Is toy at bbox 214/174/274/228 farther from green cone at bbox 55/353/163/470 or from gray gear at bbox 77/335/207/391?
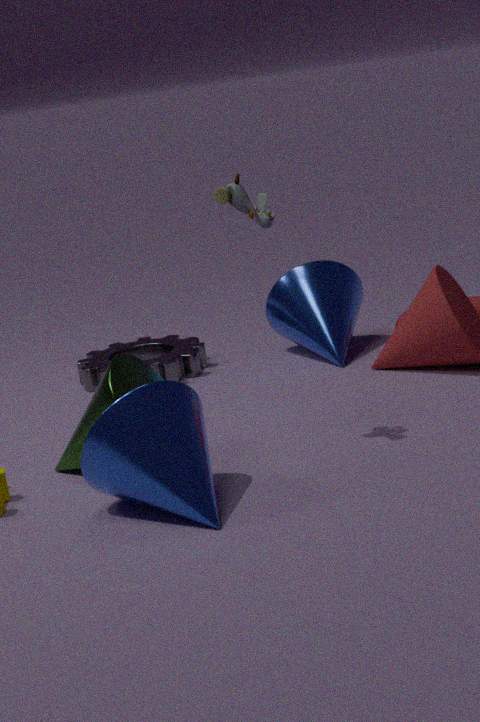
gray gear at bbox 77/335/207/391
